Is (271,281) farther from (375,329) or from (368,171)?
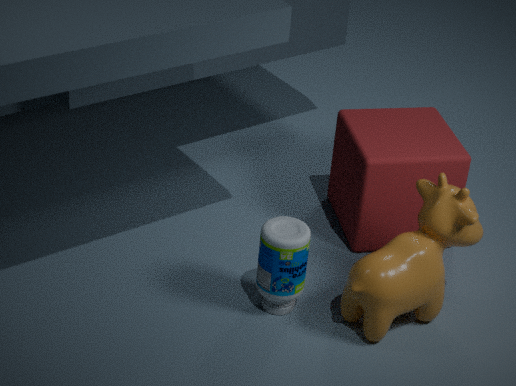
(368,171)
